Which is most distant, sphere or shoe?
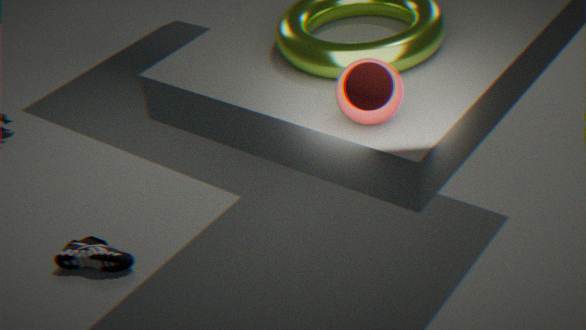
shoe
